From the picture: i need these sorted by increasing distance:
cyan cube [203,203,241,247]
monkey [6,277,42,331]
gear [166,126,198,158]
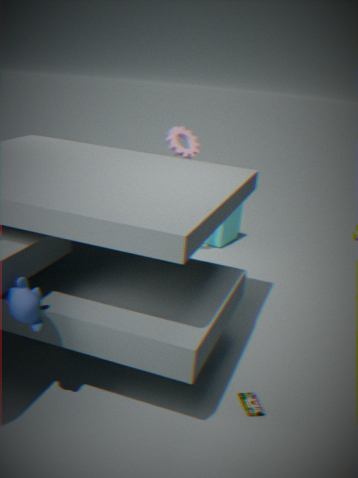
monkey [6,277,42,331] → gear [166,126,198,158] → cyan cube [203,203,241,247]
